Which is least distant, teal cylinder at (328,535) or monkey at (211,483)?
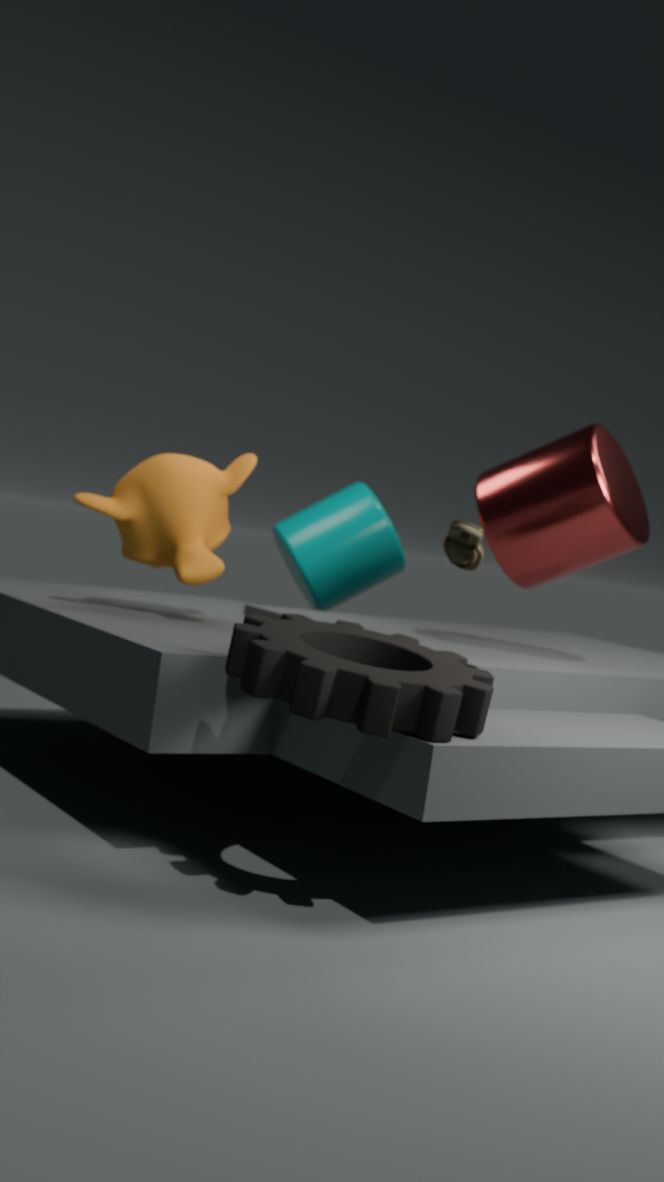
monkey at (211,483)
